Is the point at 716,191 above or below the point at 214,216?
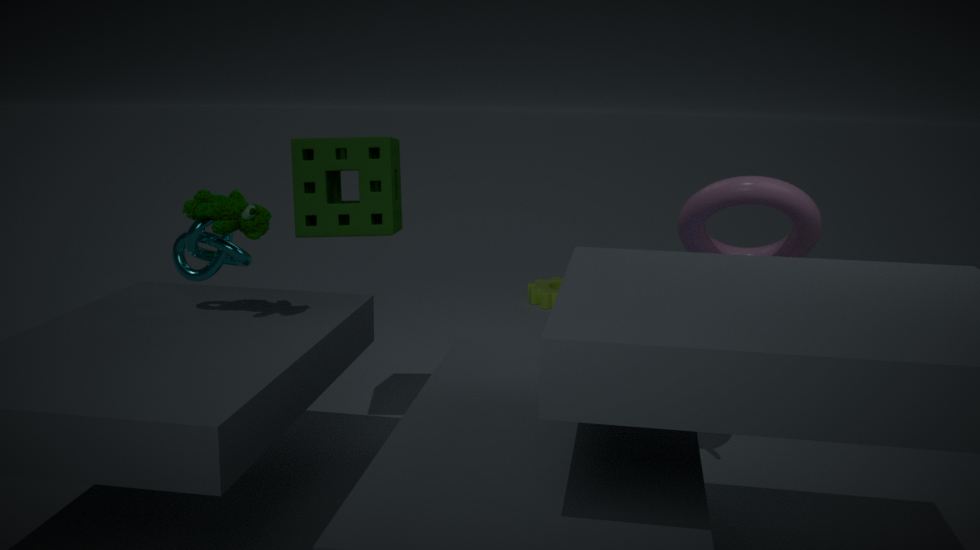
below
